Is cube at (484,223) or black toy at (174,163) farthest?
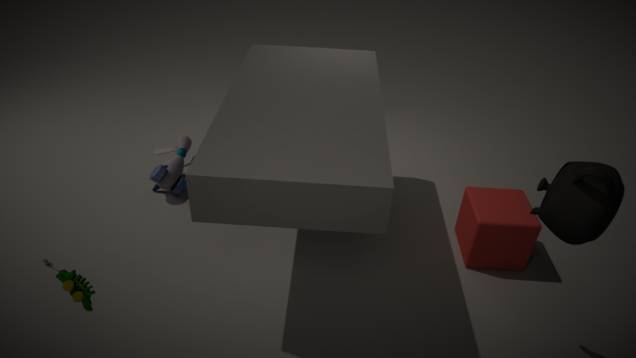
black toy at (174,163)
